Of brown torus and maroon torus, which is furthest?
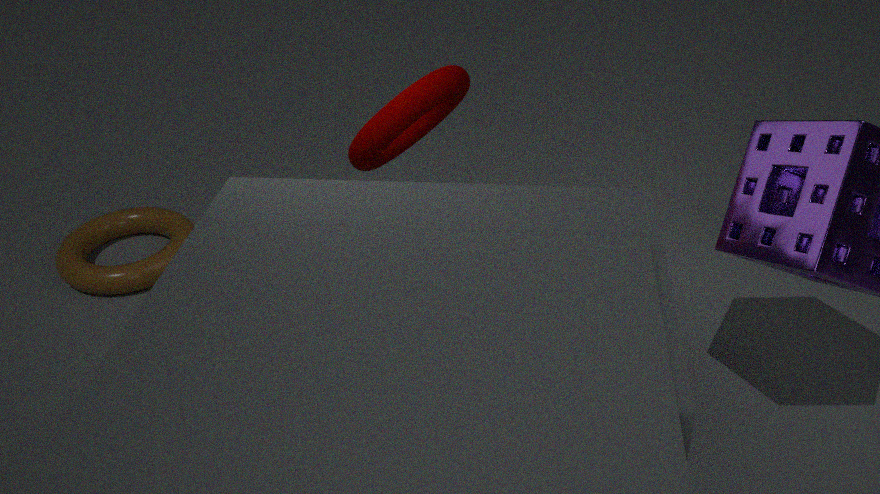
brown torus
